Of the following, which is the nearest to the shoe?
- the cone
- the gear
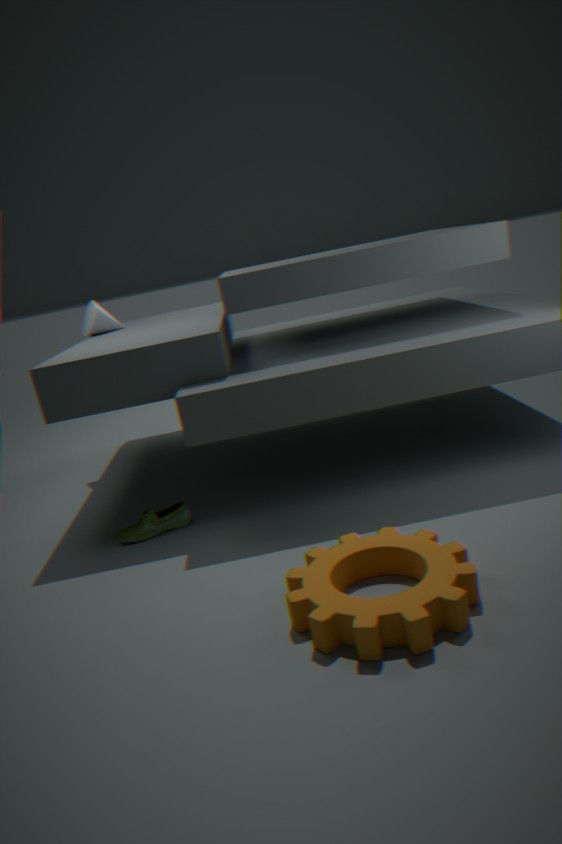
the gear
